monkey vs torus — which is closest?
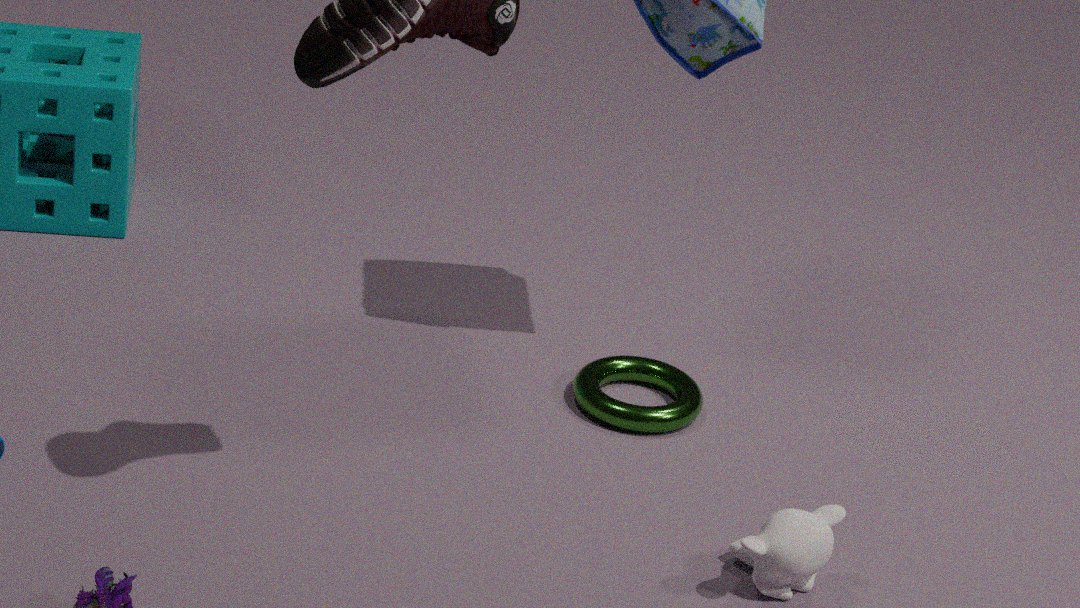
monkey
